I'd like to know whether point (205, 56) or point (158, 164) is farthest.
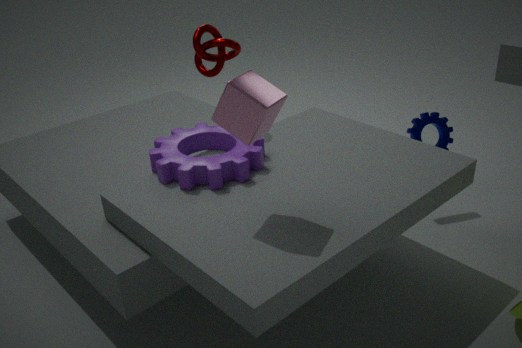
point (205, 56)
